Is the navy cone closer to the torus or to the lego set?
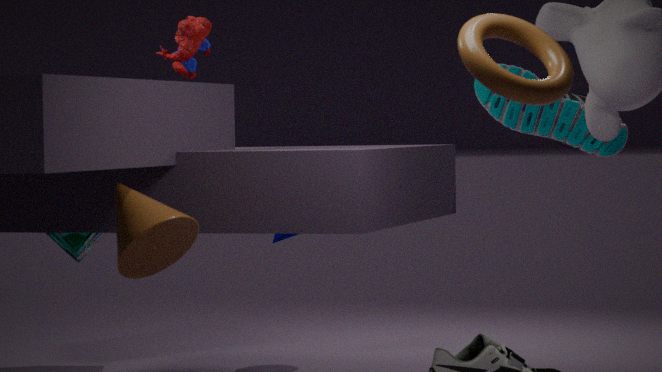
the lego set
